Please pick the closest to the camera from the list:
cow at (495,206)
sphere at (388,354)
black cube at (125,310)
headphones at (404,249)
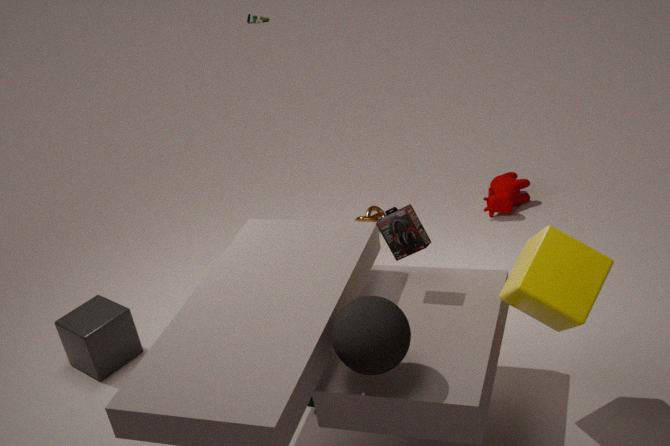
sphere at (388,354)
